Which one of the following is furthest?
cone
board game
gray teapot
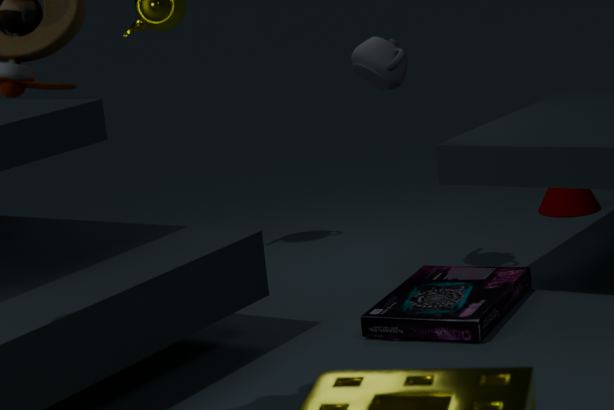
cone
